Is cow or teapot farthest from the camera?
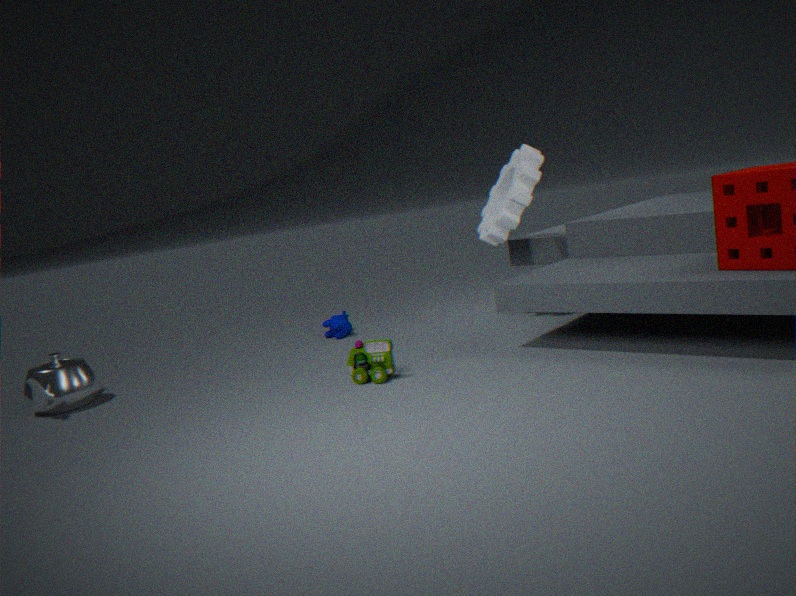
cow
